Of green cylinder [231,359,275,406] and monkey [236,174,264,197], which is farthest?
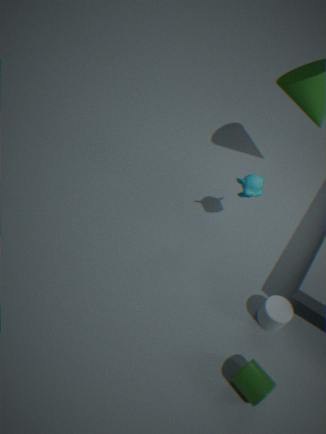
monkey [236,174,264,197]
